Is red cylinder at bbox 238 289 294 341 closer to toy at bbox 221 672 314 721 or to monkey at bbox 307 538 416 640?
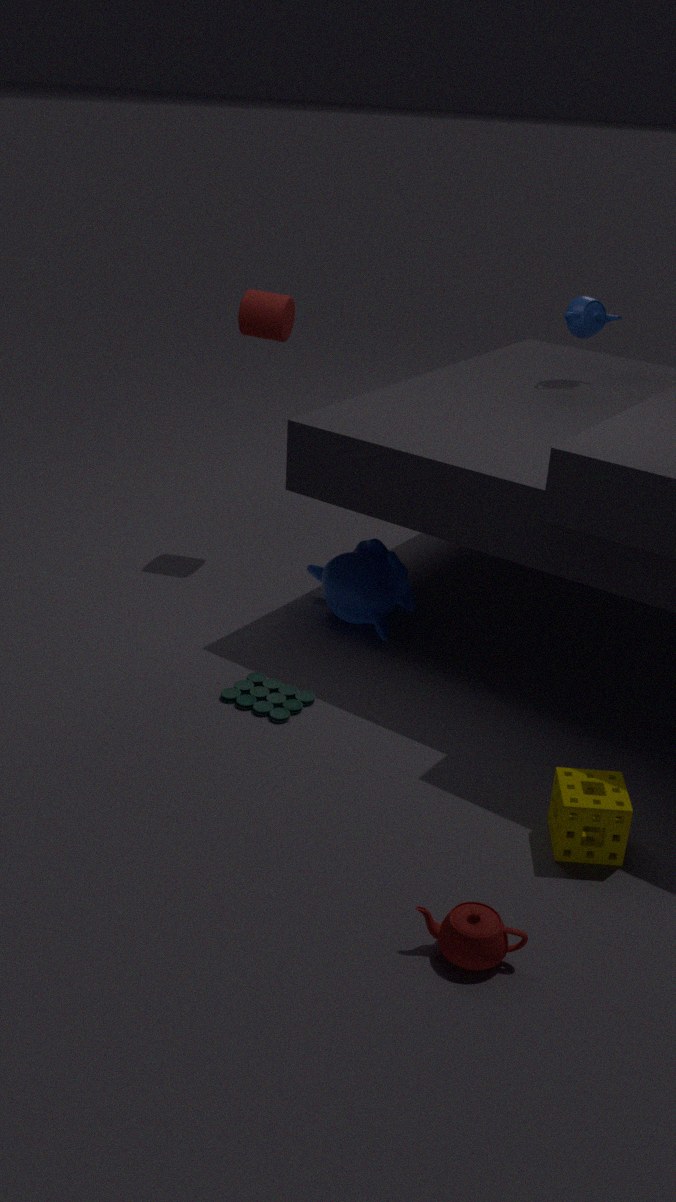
monkey at bbox 307 538 416 640
